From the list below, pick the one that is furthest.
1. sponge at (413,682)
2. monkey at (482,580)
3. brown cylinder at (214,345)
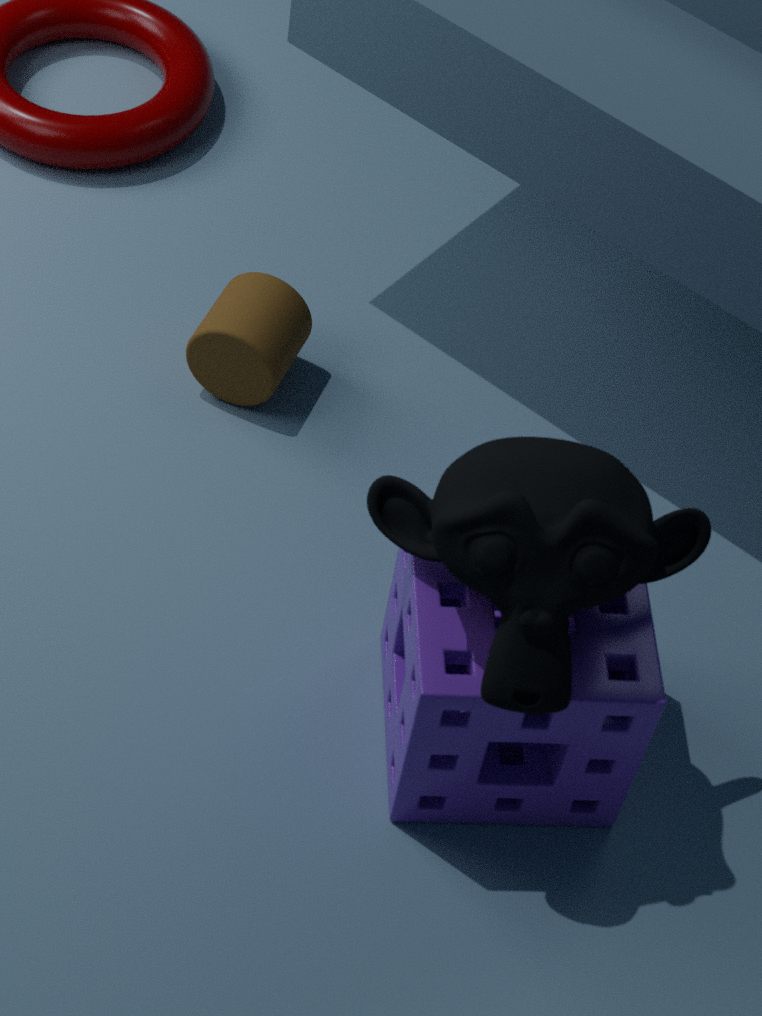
brown cylinder at (214,345)
